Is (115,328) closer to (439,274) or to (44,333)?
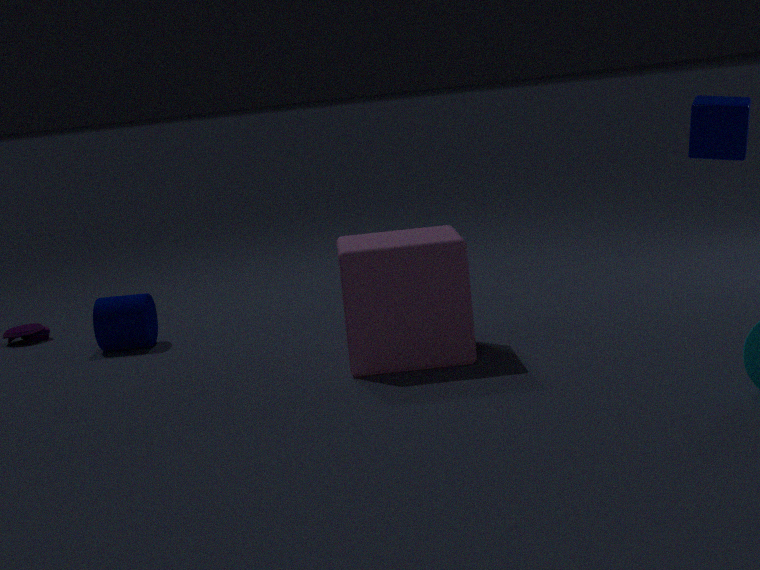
(44,333)
